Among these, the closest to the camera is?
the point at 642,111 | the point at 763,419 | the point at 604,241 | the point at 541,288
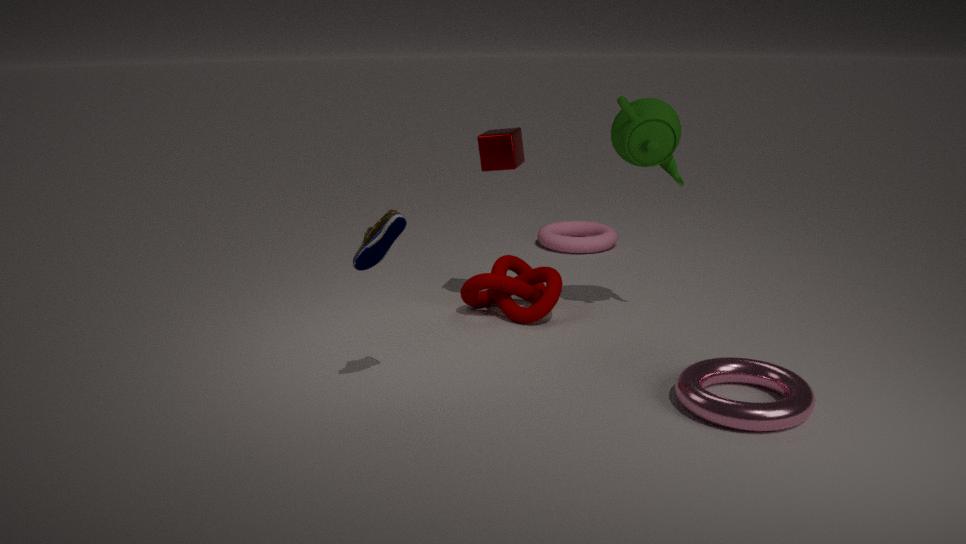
the point at 763,419
